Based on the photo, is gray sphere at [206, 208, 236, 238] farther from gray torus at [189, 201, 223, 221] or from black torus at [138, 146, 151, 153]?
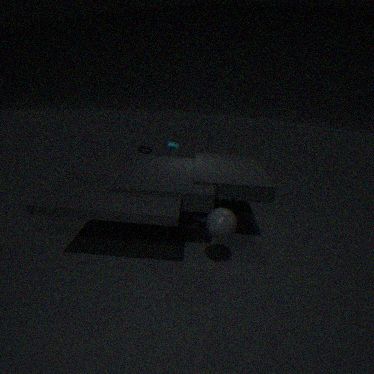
black torus at [138, 146, 151, 153]
